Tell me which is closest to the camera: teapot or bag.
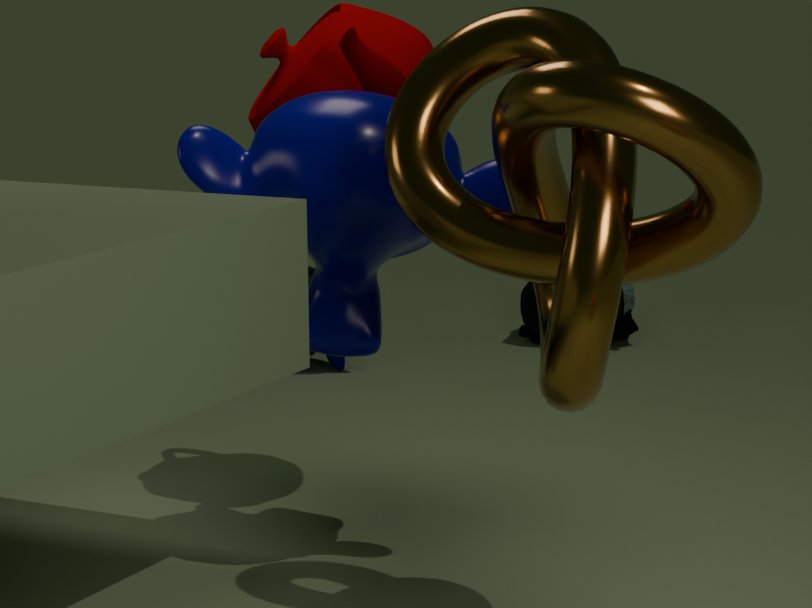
teapot
